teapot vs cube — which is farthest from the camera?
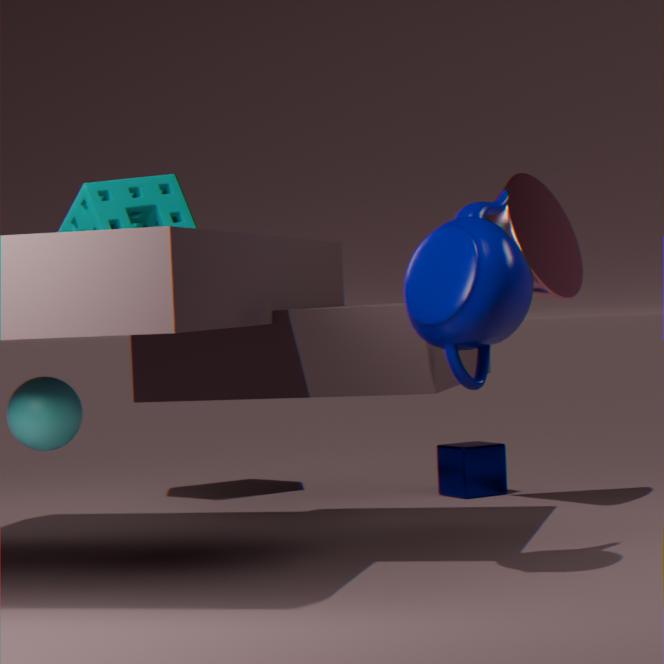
cube
